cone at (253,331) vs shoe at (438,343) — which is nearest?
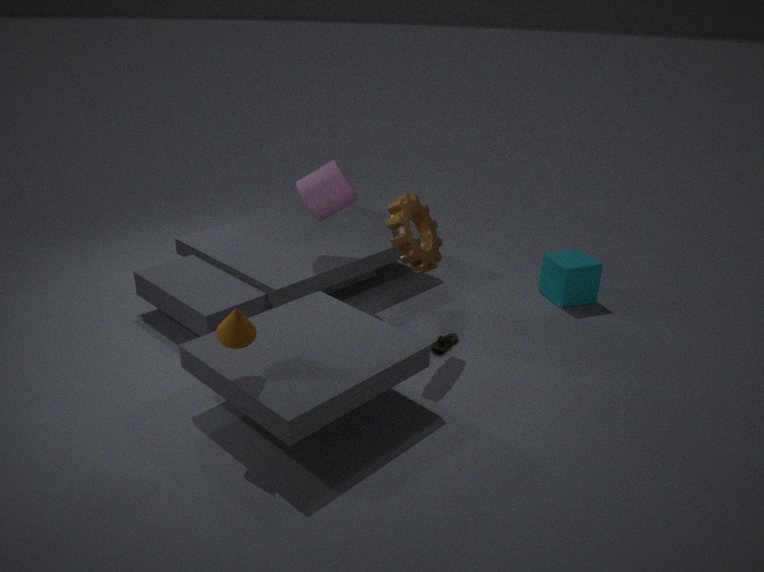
cone at (253,331)
